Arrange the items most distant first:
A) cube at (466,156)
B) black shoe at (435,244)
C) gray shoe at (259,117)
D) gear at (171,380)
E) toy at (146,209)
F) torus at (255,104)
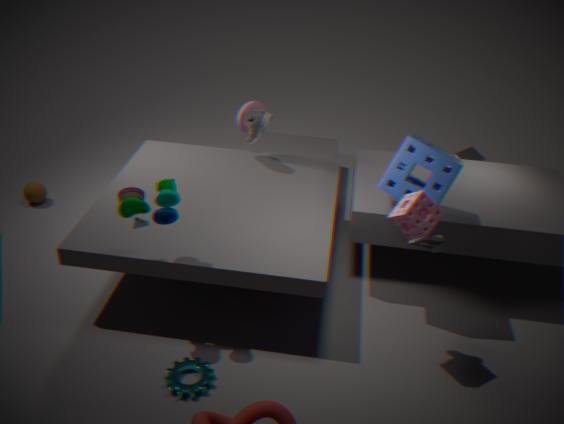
torus at (255,104) < cube at (466,156) < gray shoe at (259,117) < black shoe at (435,244) < gear at (171,380) < toy at (146,209)
